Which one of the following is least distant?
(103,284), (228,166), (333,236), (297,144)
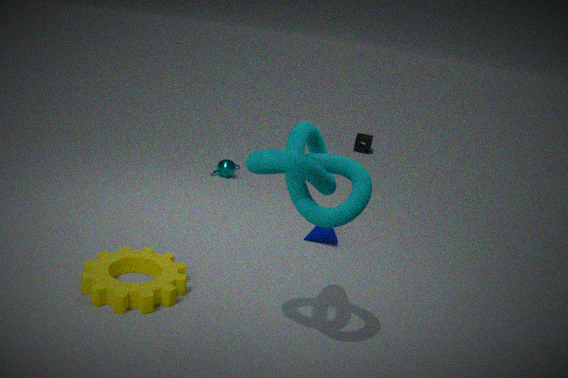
(297,144)
